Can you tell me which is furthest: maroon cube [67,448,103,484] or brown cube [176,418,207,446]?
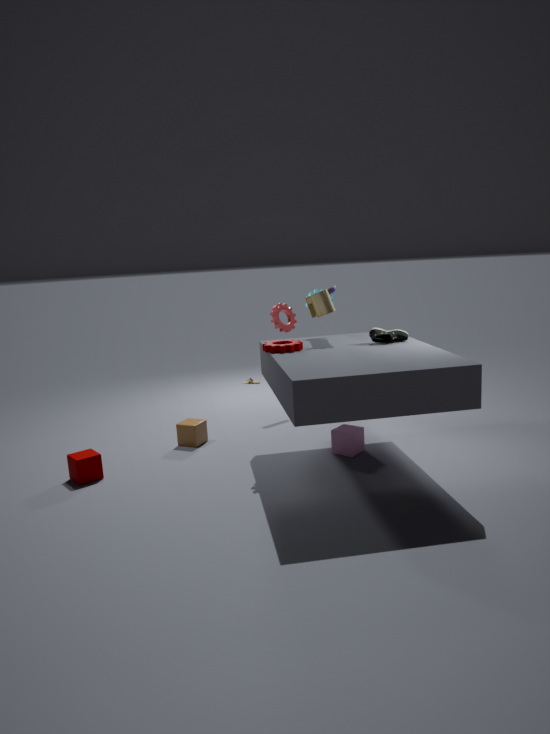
brown cube [176,418,207,446]
